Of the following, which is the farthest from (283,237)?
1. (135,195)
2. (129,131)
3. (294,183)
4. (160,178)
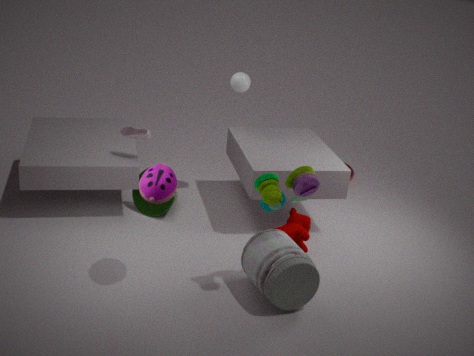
(129,131)
